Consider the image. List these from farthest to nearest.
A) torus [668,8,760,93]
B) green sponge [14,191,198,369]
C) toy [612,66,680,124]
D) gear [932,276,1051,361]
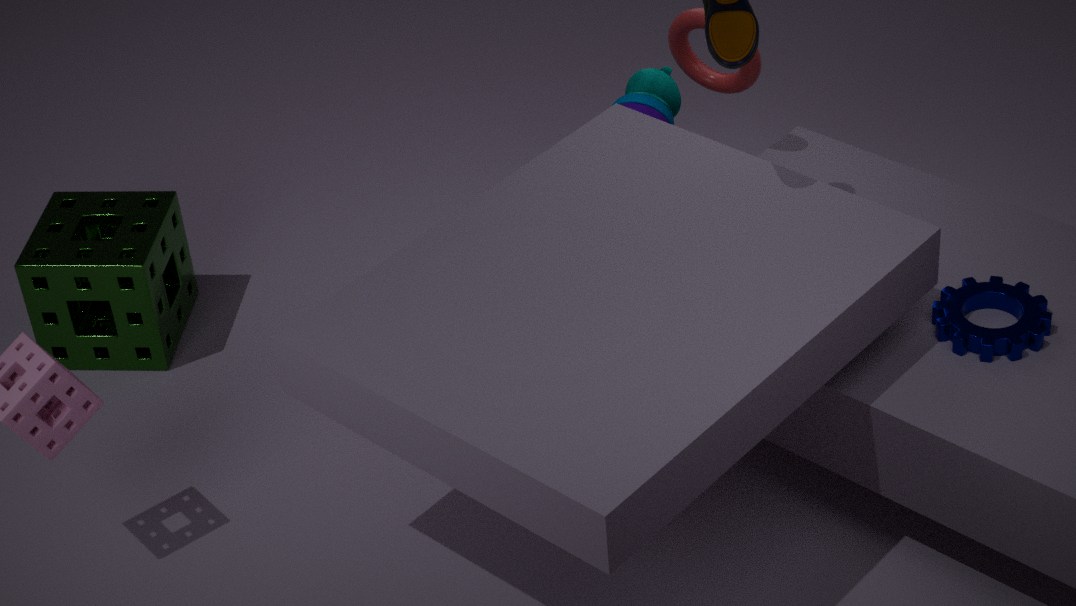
green sponge [14,191,198,369], toy [612,66,680,124], torus [668,8,760,93], gear [932,276,1051,361]
